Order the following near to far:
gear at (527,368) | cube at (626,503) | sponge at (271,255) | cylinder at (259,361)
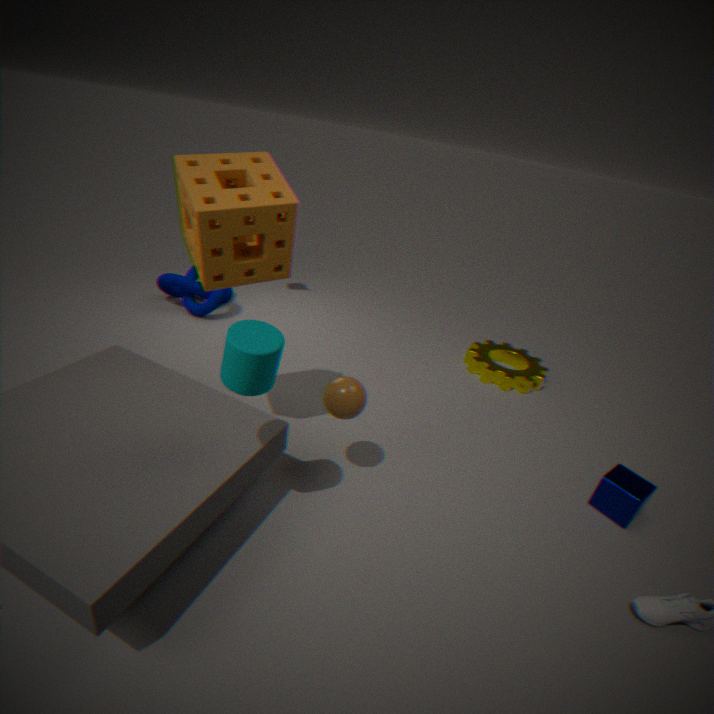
cylinder at (259,361) → sponge at (271,255) → cube at (626,503) → gear at (527,368)
